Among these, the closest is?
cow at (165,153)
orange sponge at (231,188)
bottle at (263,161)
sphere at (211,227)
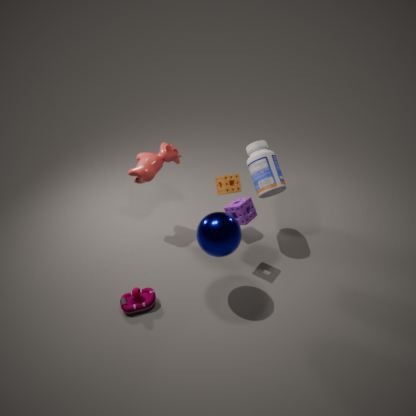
sphere at (211,227)
